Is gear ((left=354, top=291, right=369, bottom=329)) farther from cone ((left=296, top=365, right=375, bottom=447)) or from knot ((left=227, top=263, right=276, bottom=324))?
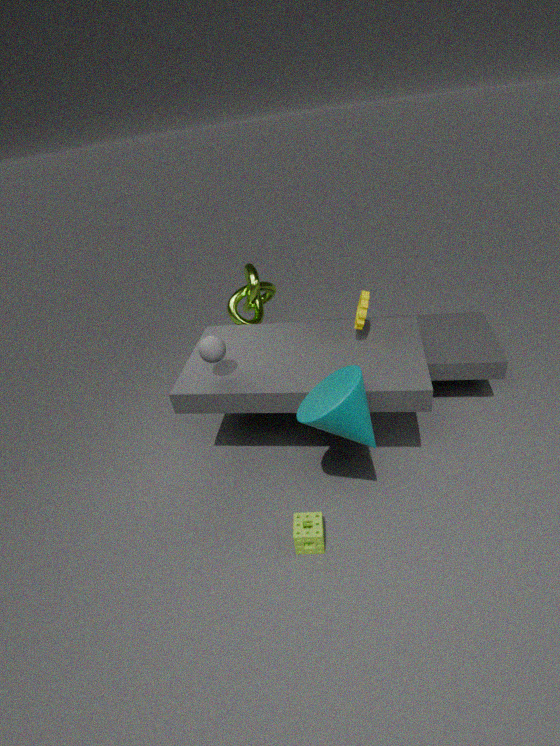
knot ((left=227, top=263, right=276, bottom=324))
